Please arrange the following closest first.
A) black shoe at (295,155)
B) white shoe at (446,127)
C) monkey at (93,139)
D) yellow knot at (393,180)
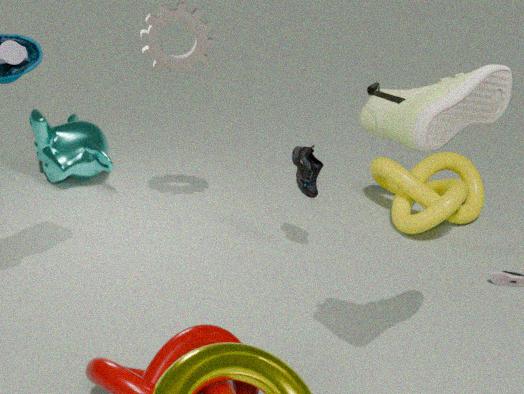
white shoe at (446,127) → black shoe at (295,155) → yellow knot at (393,180) → monkey at (93,139)
